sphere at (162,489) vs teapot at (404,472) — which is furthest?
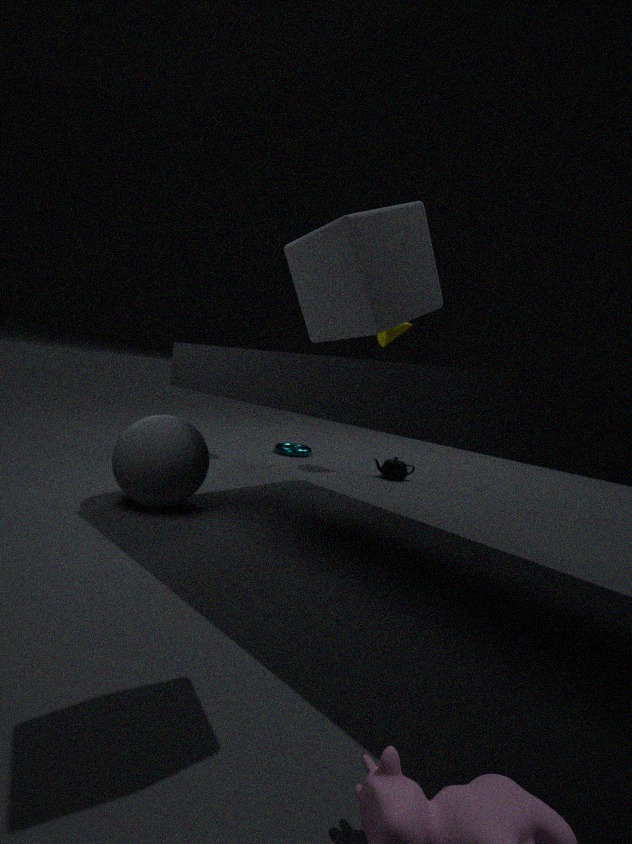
teapot at (404,472)
